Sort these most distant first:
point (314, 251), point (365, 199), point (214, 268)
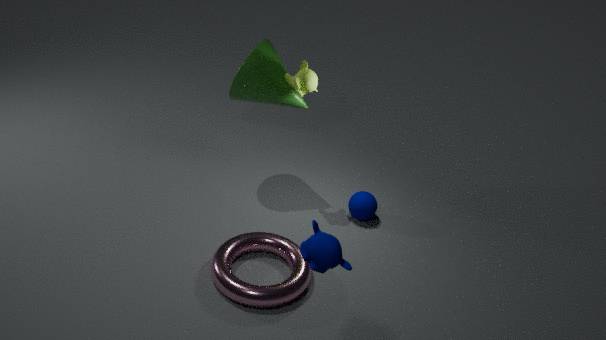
point (365, 199) < point (214, 268) < point (314, 251)
